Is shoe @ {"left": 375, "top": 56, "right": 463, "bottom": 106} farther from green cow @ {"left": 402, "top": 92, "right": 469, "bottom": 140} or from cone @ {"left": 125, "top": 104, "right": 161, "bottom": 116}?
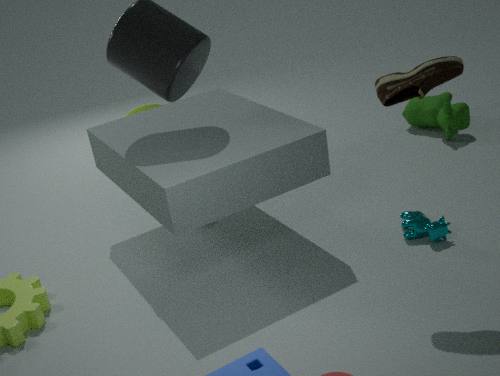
cone @ {"left": 125, "top": 104, "right": 161, "bottom": 116}
